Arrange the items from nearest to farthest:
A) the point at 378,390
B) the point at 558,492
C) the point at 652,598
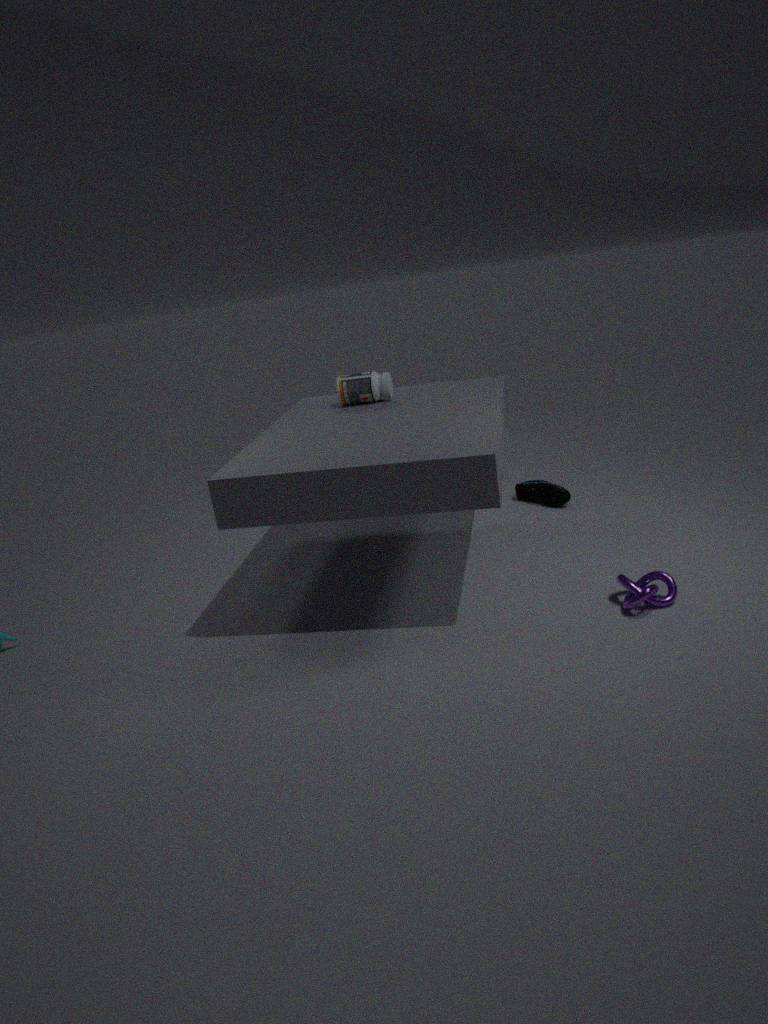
1. the point at 652,598
2. the point at 378,390
3. the point at 558,492
